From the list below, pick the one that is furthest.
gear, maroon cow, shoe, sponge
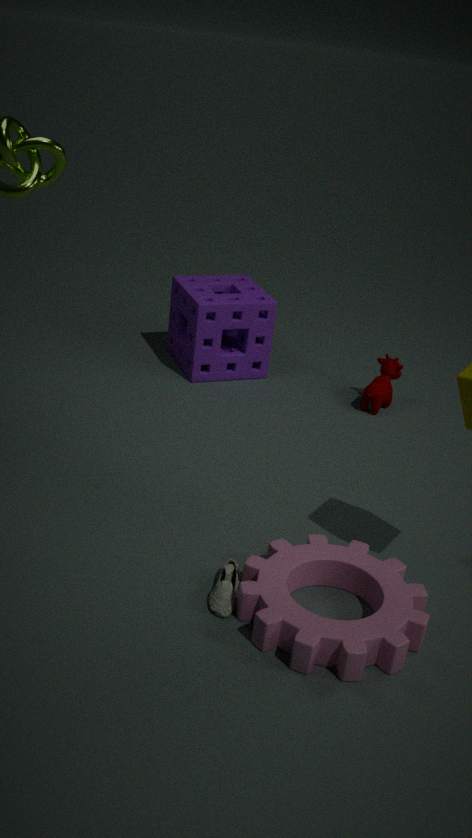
sponge
